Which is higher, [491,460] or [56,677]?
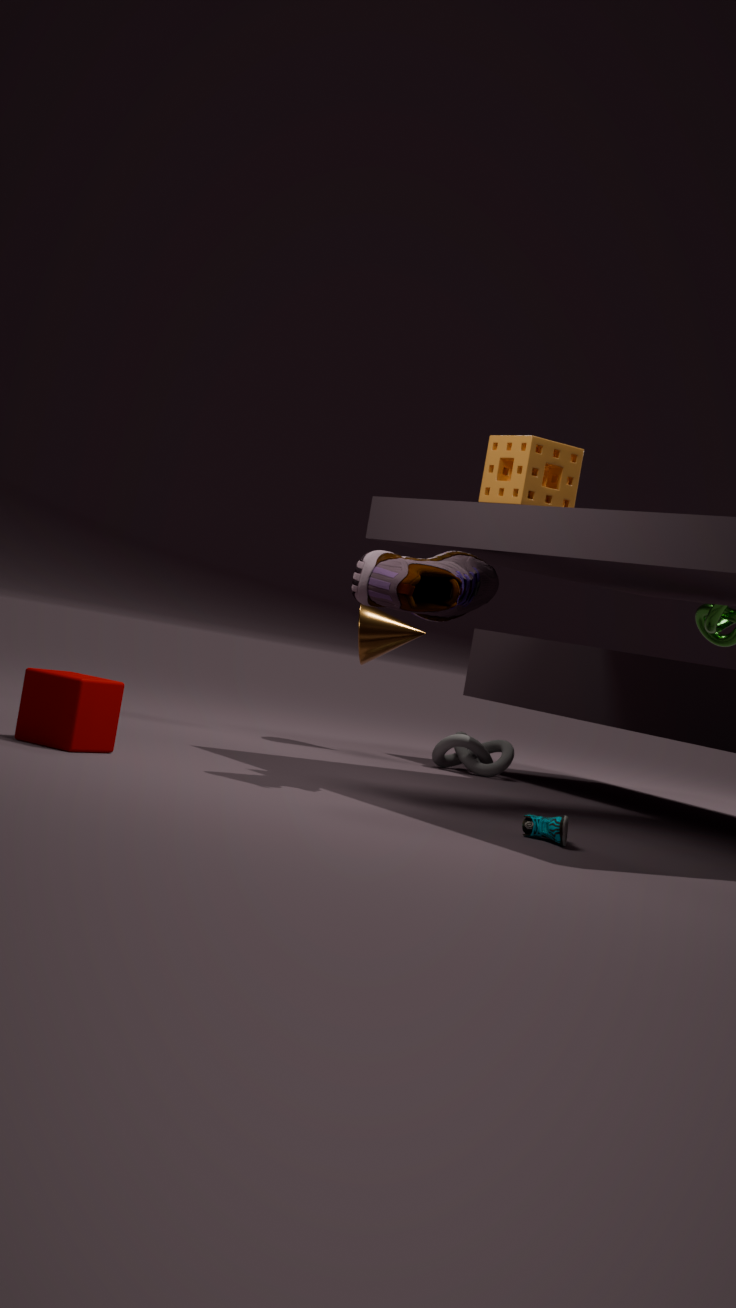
[491,460]
